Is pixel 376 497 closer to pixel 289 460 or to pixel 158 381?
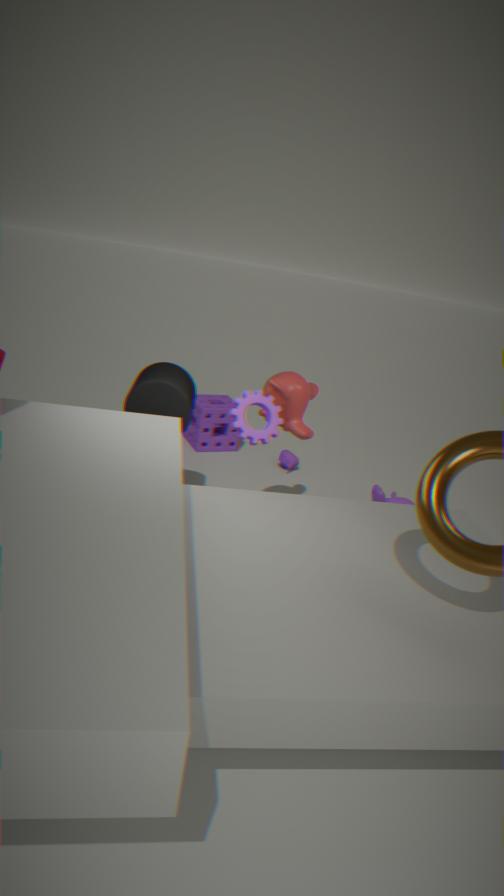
pixel 289 460
